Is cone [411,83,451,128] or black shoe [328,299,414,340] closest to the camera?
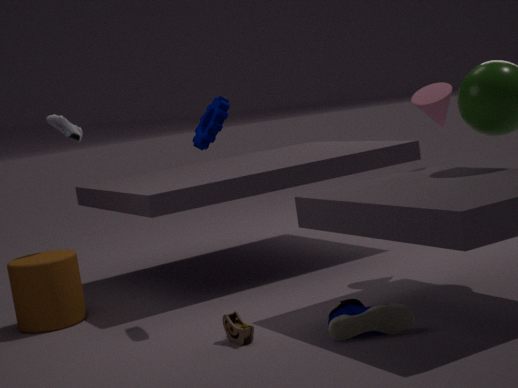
black shoe [328,299,414,340]
